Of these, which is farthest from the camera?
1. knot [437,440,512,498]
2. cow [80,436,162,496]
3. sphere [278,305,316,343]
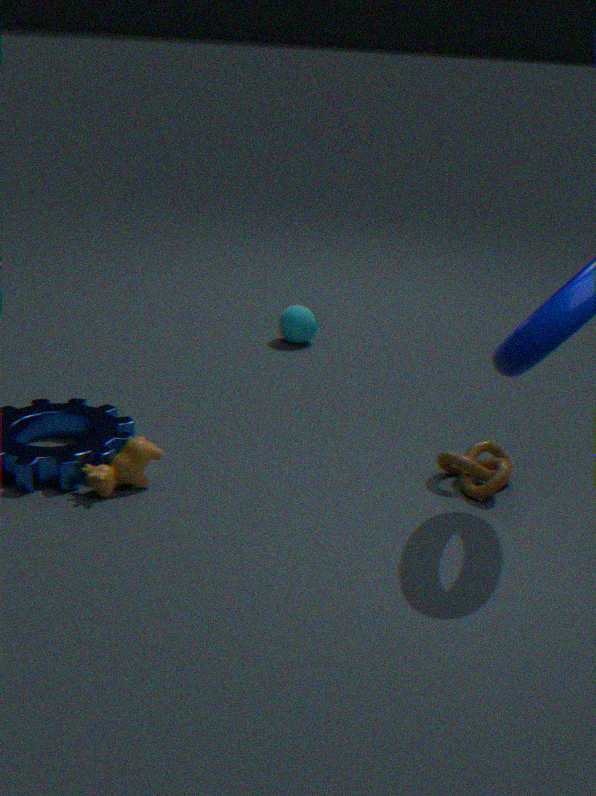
sphere [278,305,316,343]
